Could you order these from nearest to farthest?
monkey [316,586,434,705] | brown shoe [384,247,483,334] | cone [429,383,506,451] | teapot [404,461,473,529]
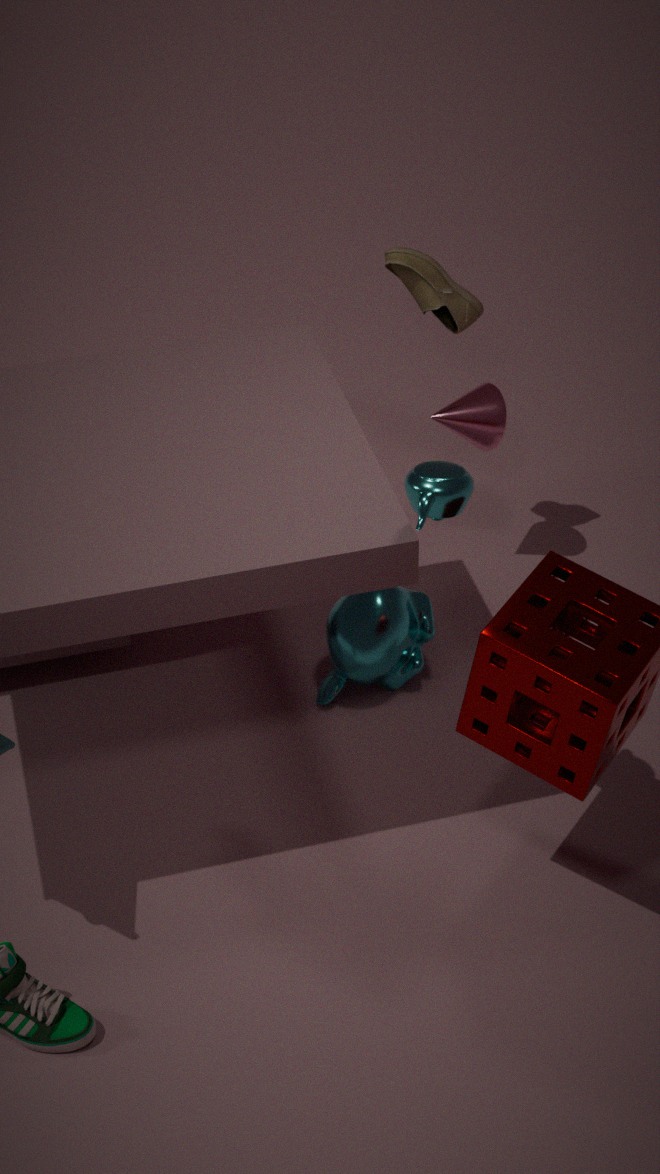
teapot [404,461,473,529], monkey [316,586,434,705], brown shoe [384,247,483,334], cone [429,383,506,451]
